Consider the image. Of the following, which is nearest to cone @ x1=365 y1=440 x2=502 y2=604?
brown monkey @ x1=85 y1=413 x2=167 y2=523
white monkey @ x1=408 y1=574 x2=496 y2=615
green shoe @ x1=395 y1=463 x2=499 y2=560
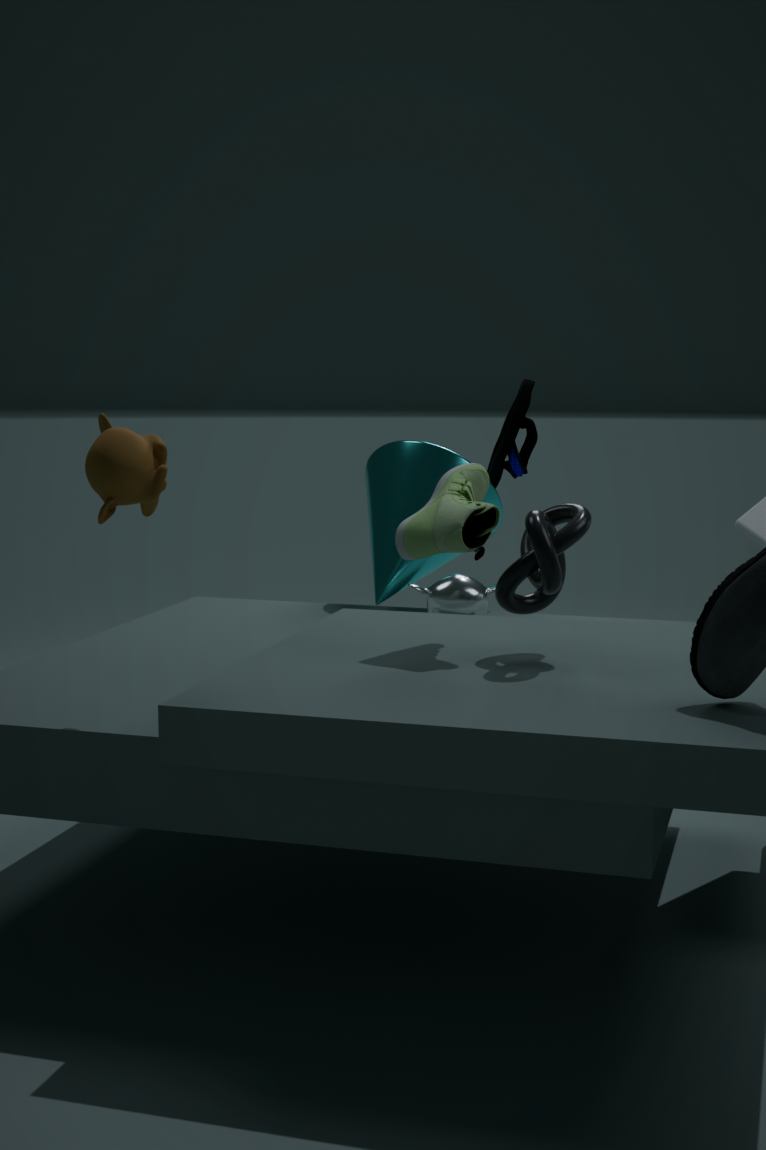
white monkey @ x1=408 y1=574 x2=496 y2=615
